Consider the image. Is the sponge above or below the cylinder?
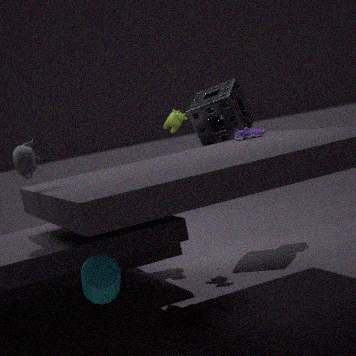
above
